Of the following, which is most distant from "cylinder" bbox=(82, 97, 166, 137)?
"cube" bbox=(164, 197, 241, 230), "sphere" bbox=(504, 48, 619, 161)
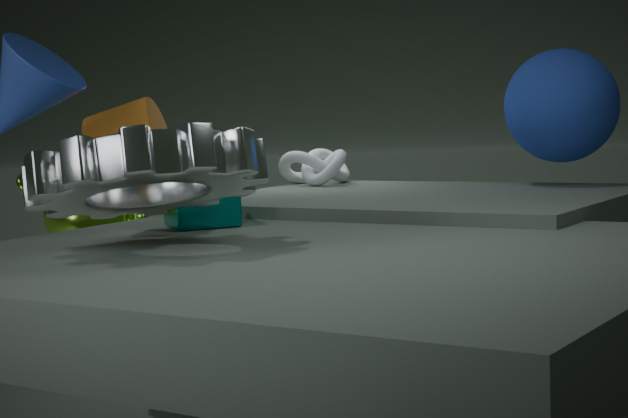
"sphere" bbox=(504, 48, 619, 161)
